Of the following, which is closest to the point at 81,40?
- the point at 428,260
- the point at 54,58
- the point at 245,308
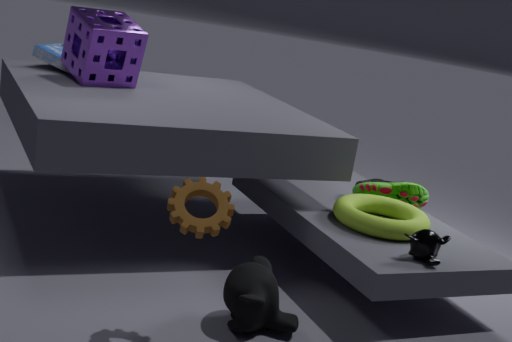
the point at 54,58
